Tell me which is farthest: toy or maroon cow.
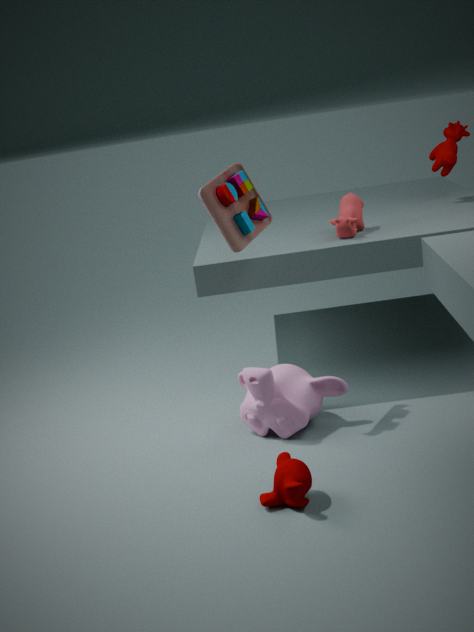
maroon cow
